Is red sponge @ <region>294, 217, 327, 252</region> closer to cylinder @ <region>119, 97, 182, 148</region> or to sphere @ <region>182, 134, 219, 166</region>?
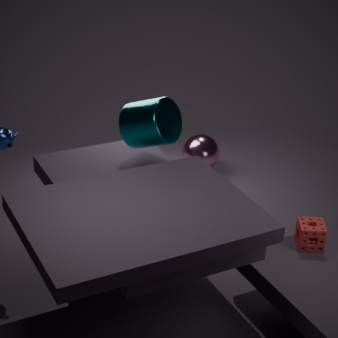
cylinder @ <region>119, 97, 182, 148</region>
